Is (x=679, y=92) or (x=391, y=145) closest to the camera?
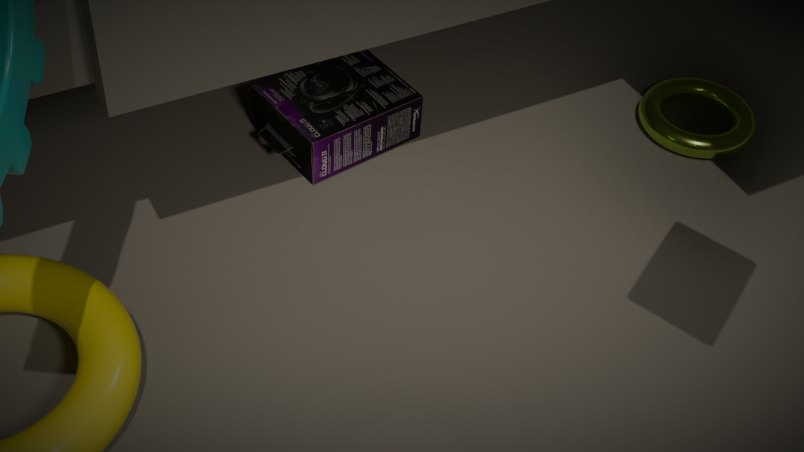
(x=391, y=145)
